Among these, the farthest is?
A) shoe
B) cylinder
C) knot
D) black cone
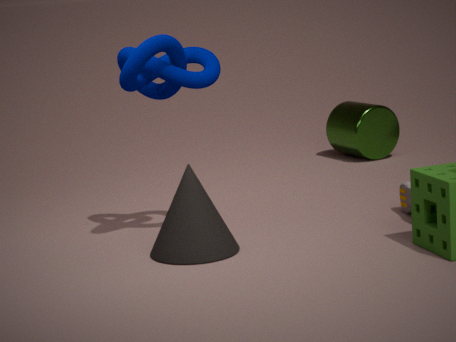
cylinder
